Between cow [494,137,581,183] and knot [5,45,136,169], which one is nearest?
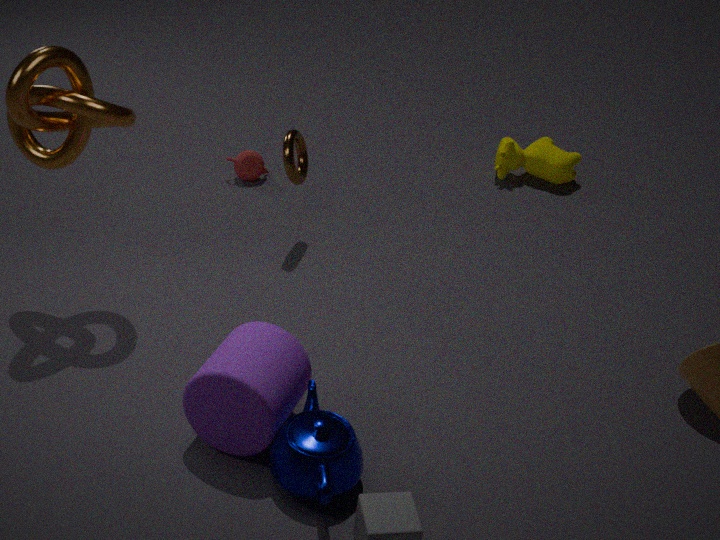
knot [5,45,136,169]
